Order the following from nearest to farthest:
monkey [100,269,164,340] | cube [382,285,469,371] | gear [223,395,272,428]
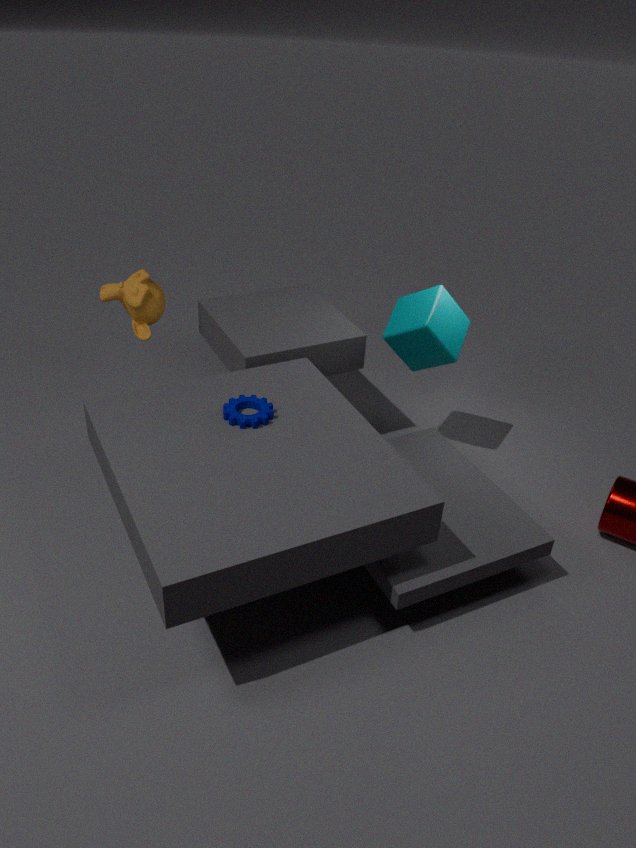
1. gear [223,395,272,428]
2. monkey [100,269,164,340]
3. cube [382,285,469,371]
